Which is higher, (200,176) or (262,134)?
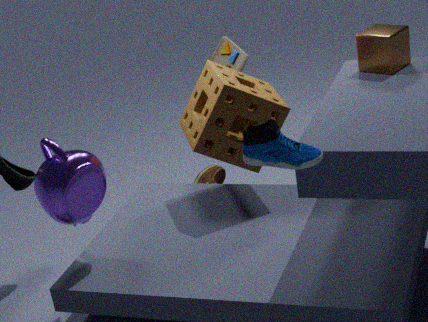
(262,134)
